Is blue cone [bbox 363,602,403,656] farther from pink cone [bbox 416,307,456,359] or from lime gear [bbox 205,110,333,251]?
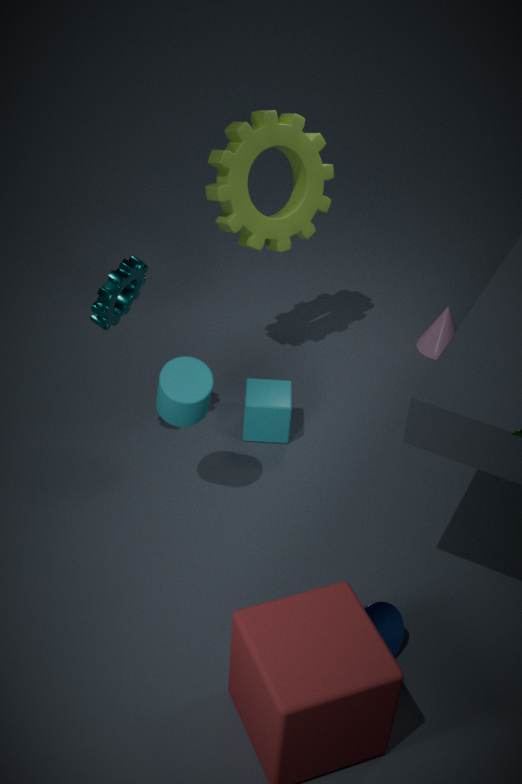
pink cone [bbox 416,307,456,359]
